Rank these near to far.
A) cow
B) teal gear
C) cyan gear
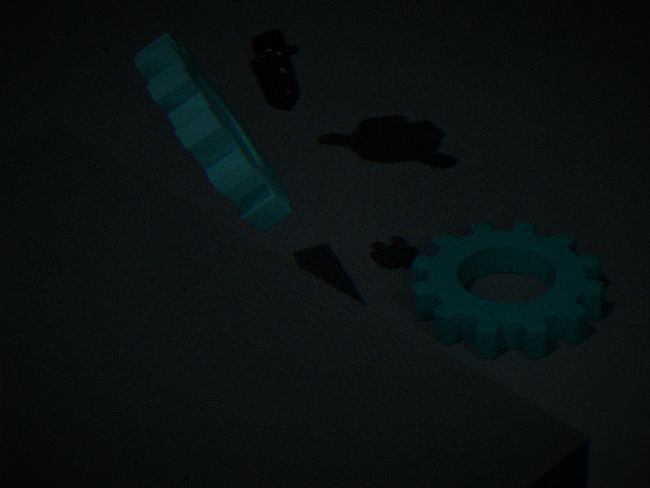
cyan gear → cow → teal gear
